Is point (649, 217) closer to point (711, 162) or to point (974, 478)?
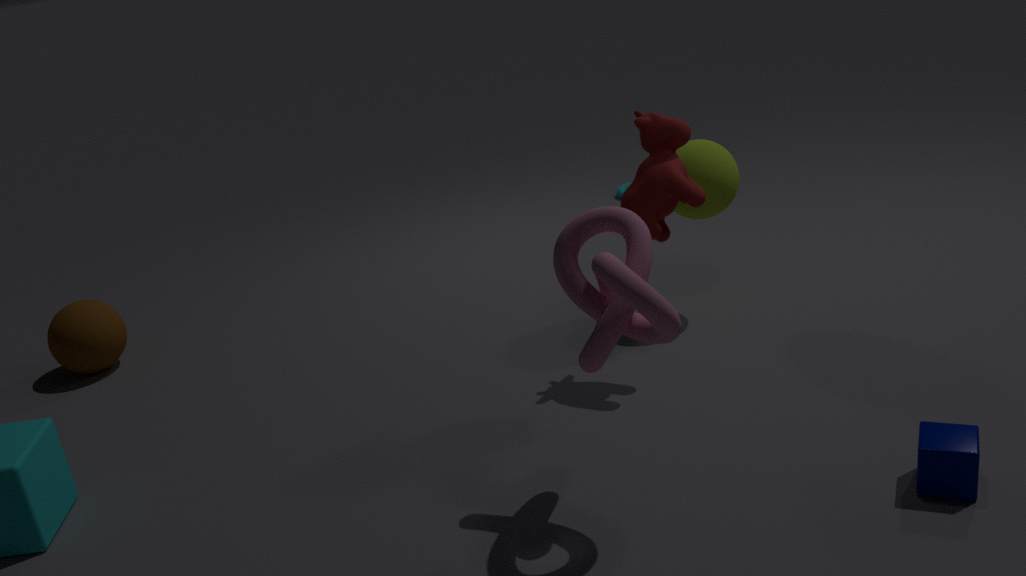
point (711, 162)
